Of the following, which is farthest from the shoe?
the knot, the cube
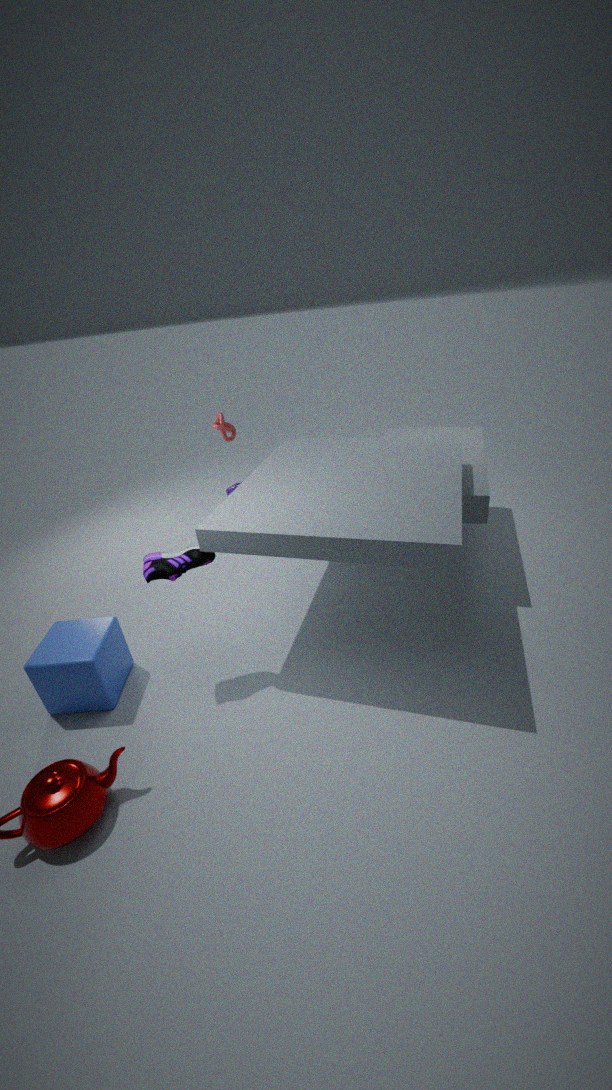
the knot
